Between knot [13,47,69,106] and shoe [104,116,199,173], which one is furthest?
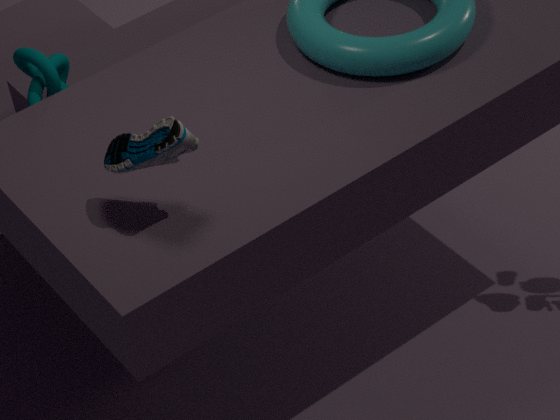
knot [13,47,69,106]
